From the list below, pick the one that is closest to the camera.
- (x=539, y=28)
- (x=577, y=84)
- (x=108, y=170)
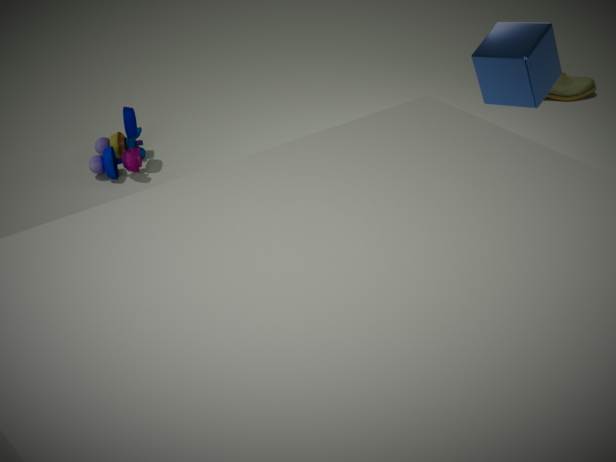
(x=539, y=28)
